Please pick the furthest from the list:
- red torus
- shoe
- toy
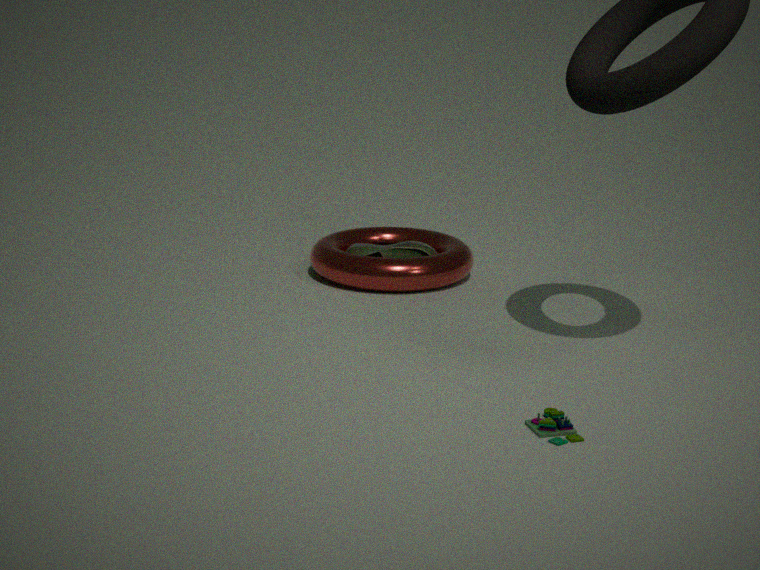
shoe
